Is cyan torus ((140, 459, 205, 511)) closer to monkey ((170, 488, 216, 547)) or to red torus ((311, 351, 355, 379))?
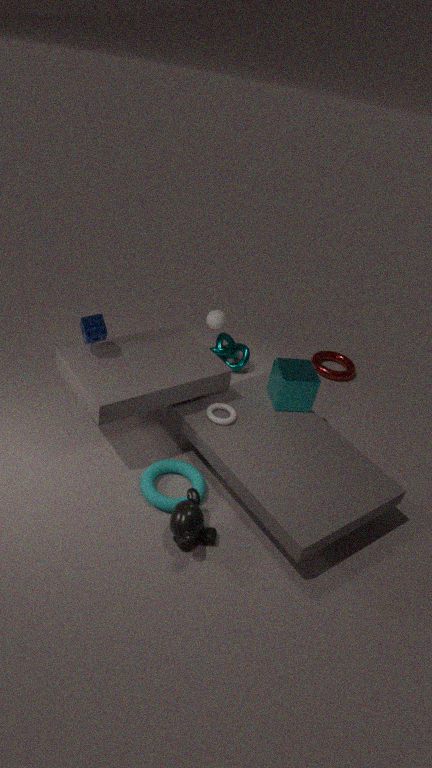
monkey ((170, 488, 216, 547))
